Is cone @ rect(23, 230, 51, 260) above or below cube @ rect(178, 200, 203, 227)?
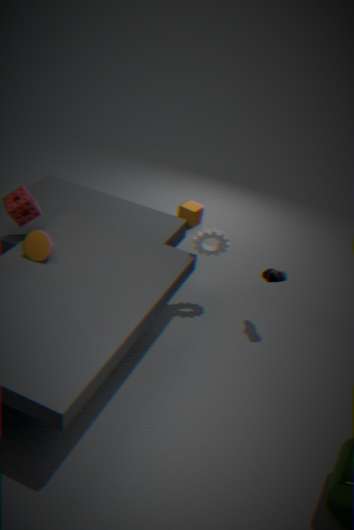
above
